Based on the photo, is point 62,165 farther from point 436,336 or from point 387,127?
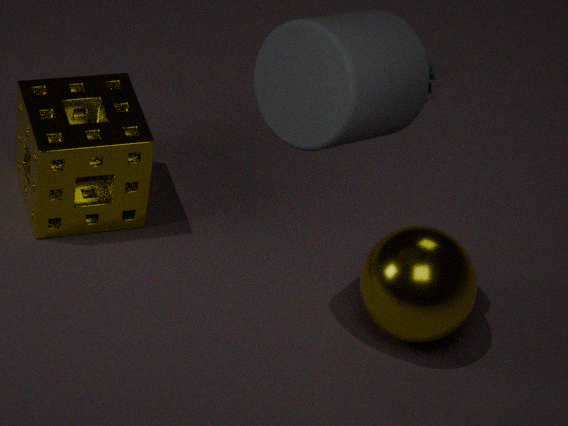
point 436,336
